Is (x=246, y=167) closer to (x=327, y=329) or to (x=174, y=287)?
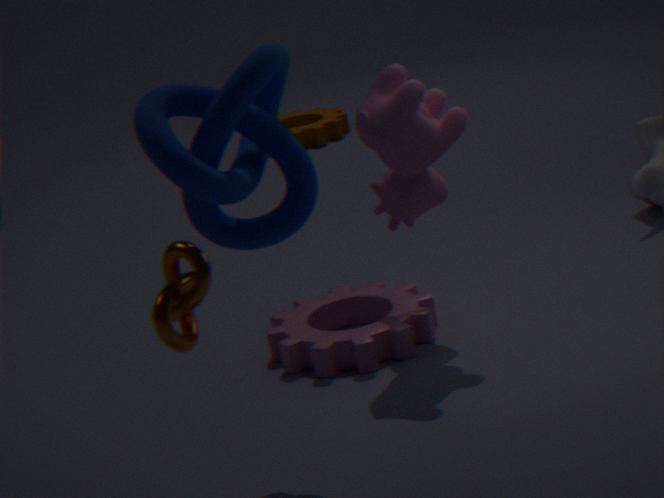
(x=174, y=287)
